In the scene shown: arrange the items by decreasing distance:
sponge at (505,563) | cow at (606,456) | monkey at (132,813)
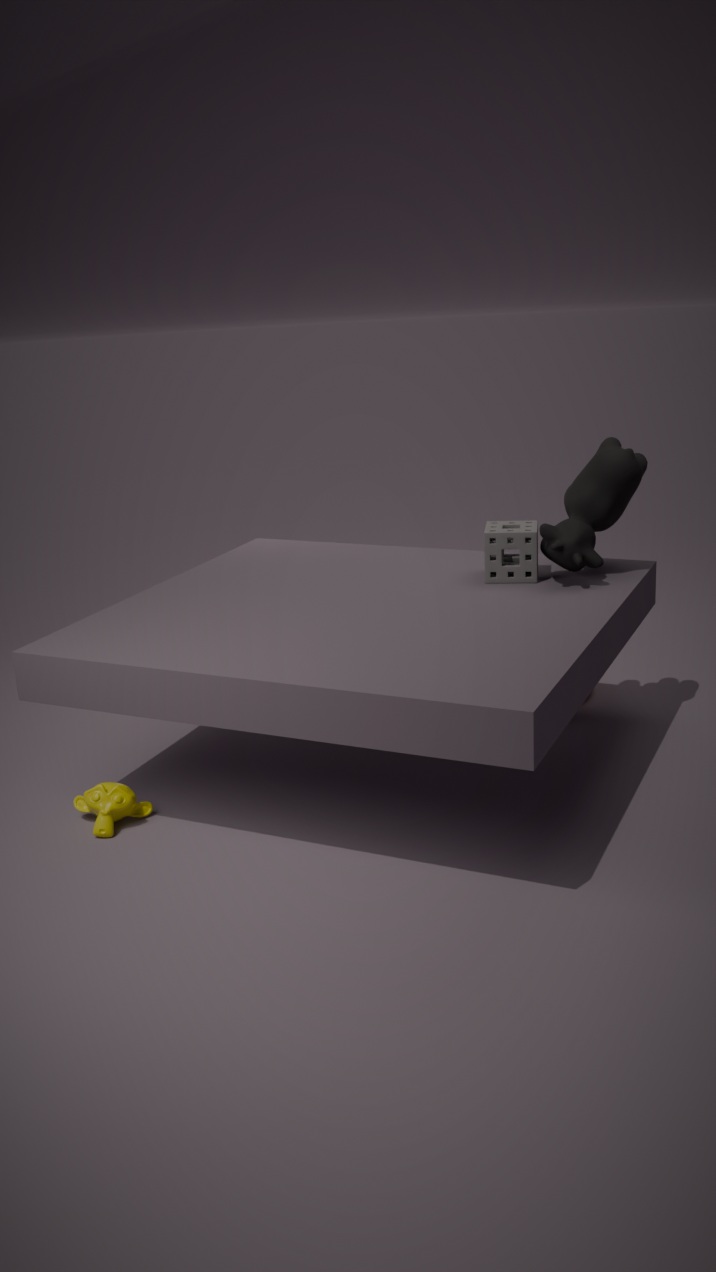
sponge at (505,563)
cow at (606,456)
monkey at (132,813)
